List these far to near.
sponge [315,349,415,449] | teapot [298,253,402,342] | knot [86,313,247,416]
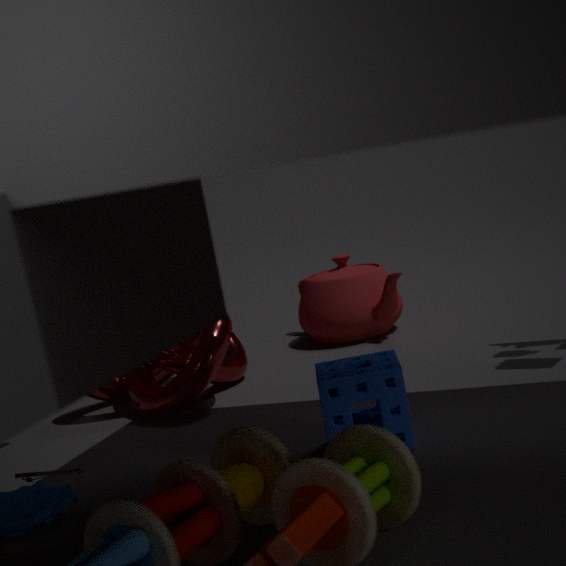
teapot [298,253,402,342]
knot [86,313,247,416]
sponge [315,349,415,449]
